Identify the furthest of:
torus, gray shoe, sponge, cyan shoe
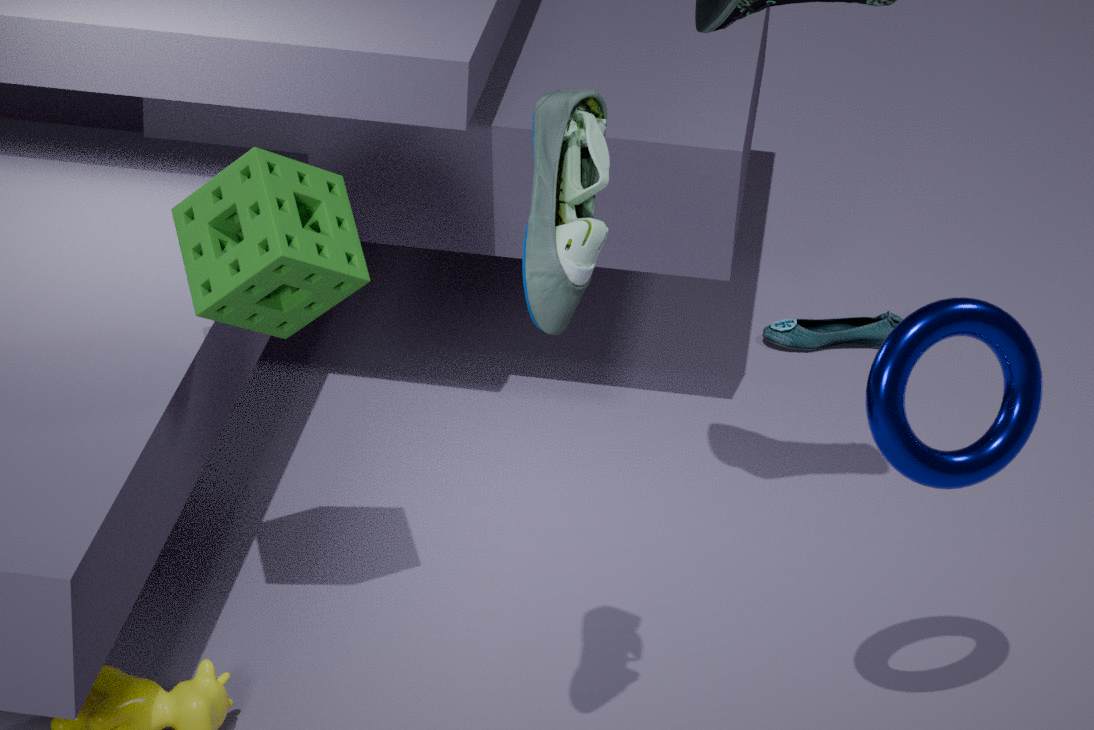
cyan shoe
